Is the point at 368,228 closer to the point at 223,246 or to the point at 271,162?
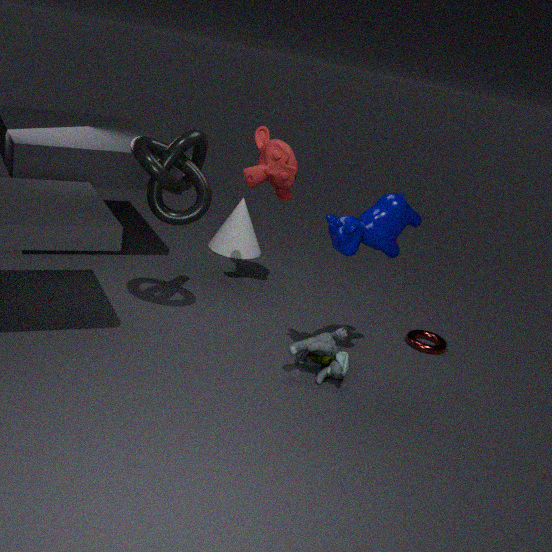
the point at 271,162
